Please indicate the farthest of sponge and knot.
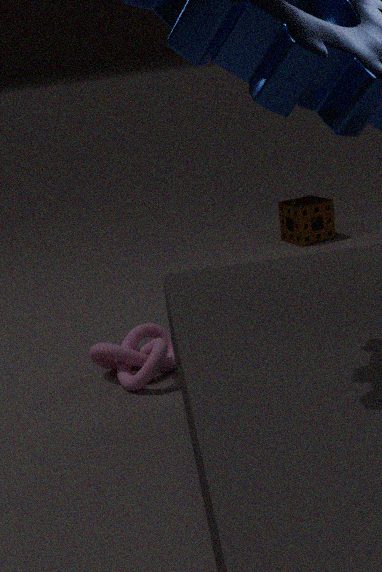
sponge
